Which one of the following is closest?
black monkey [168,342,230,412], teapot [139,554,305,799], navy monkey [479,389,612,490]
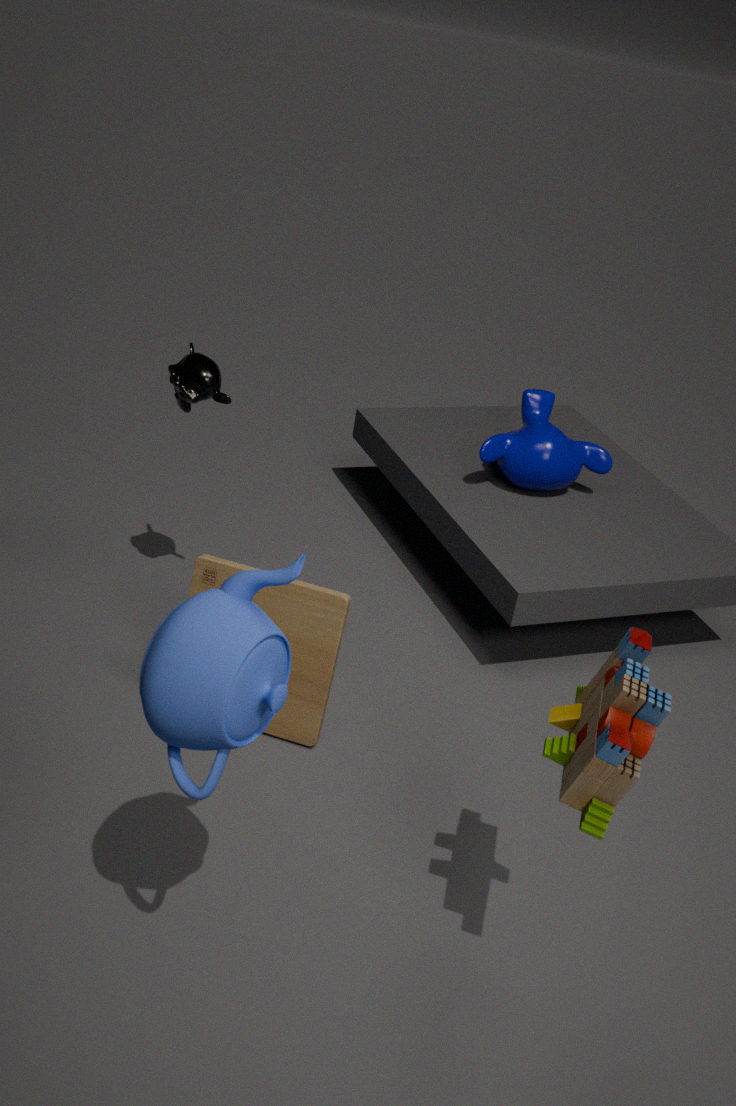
Result: teapot [139,554,305,799]
